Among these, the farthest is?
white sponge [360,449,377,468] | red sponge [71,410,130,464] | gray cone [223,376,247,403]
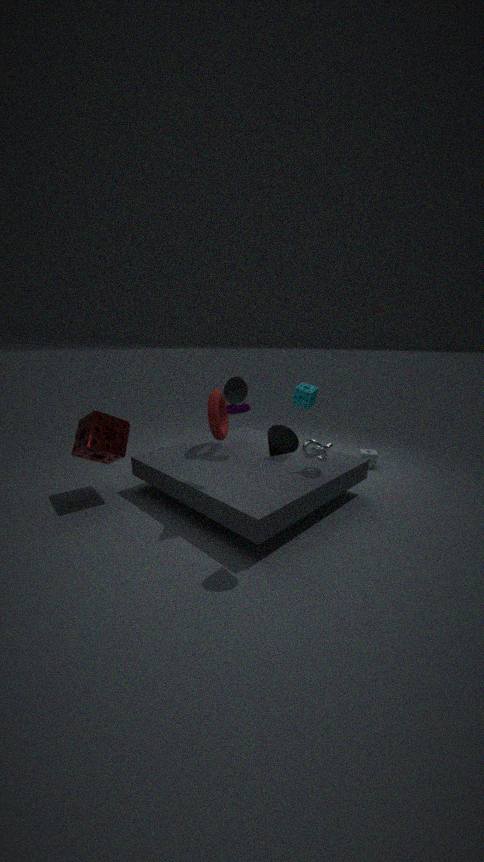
white sponge [360,449,377,468]
